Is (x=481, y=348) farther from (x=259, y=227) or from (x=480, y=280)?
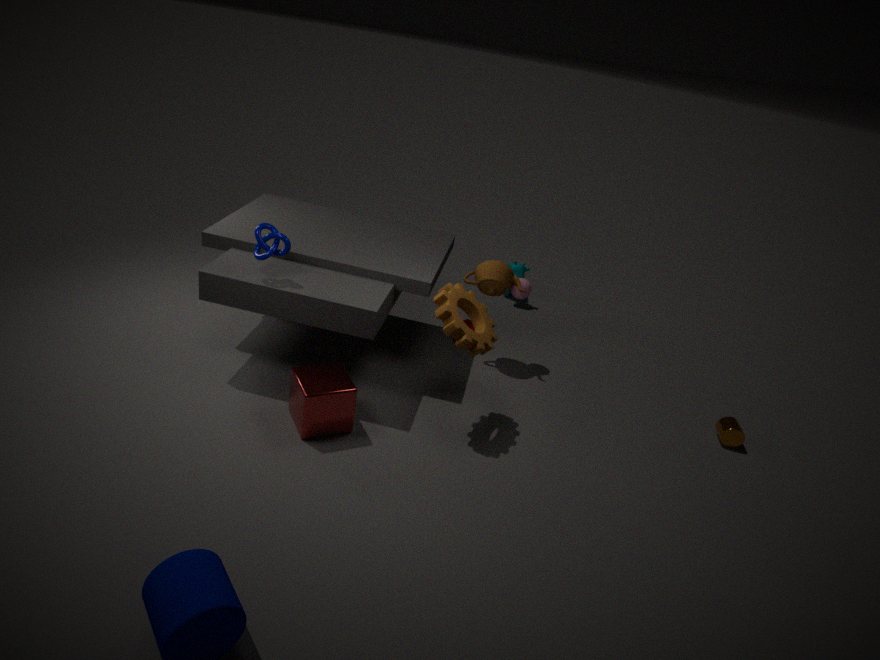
(x=259, y=227)
